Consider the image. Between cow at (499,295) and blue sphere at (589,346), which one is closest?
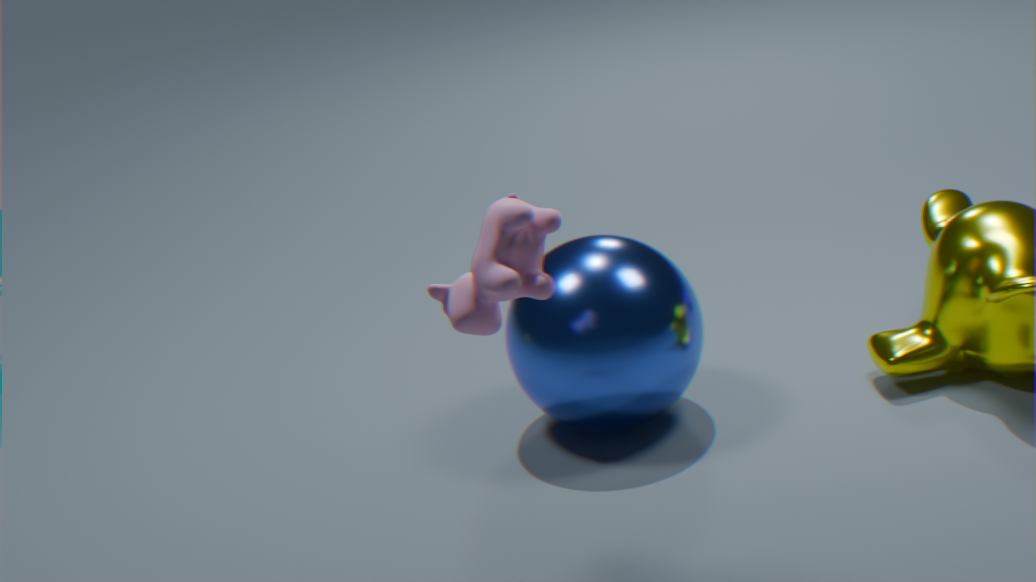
cow at (499,295)
